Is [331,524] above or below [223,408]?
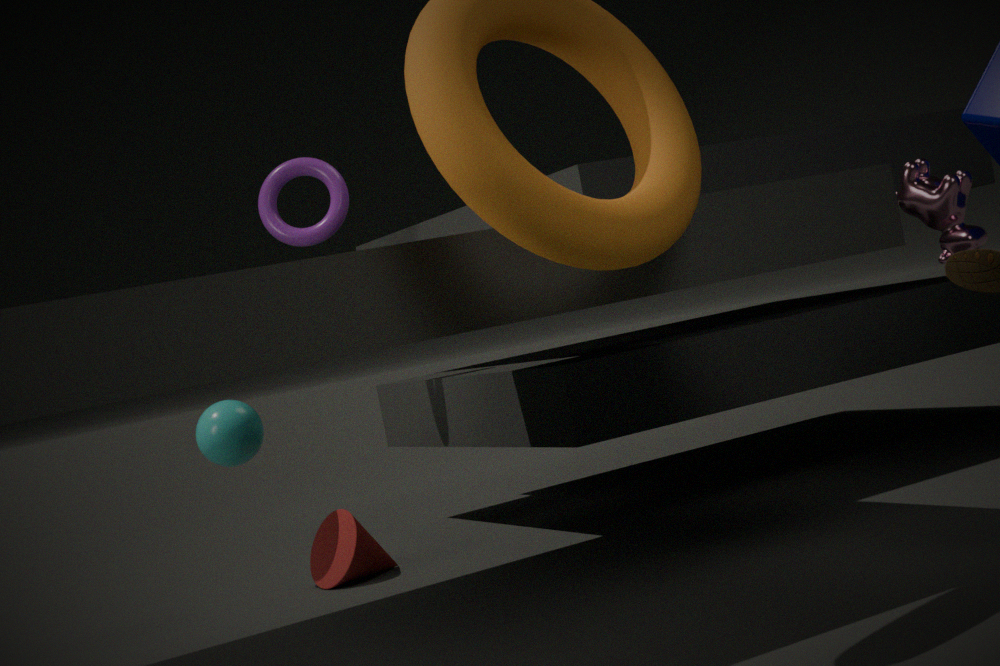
below
